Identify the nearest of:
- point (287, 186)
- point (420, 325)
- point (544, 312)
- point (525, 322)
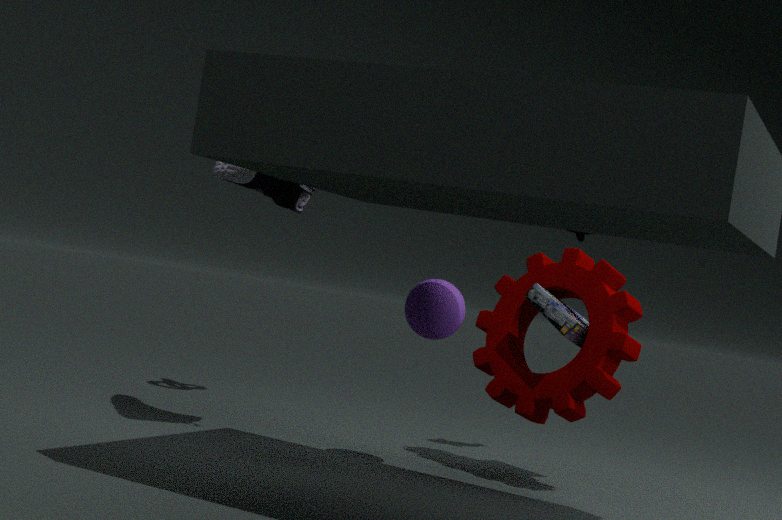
point (420, 325)
